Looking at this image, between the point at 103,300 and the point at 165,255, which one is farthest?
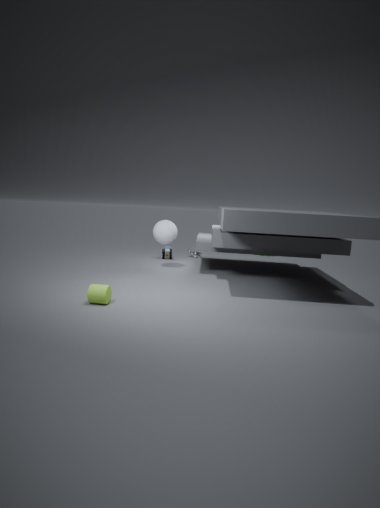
the point at 165,255
